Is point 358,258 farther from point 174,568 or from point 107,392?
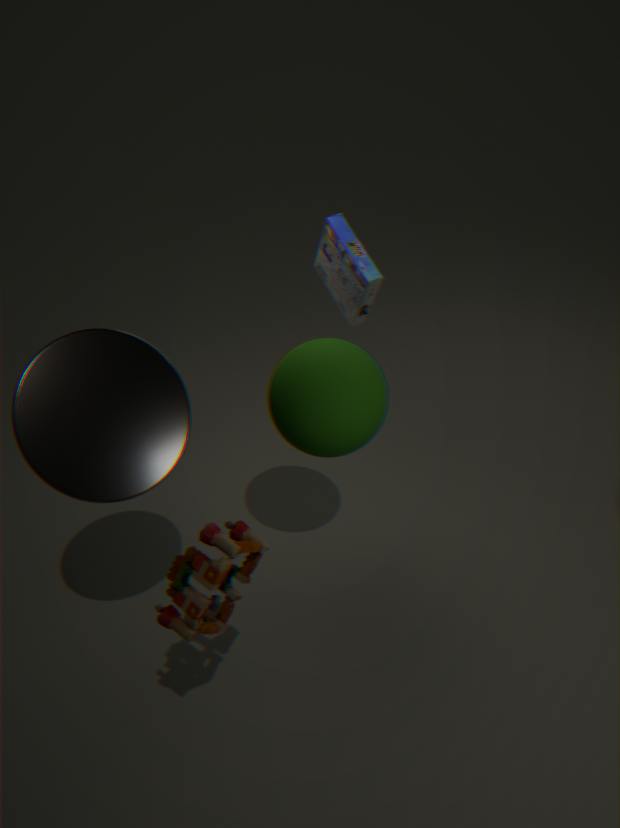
point 174,568
